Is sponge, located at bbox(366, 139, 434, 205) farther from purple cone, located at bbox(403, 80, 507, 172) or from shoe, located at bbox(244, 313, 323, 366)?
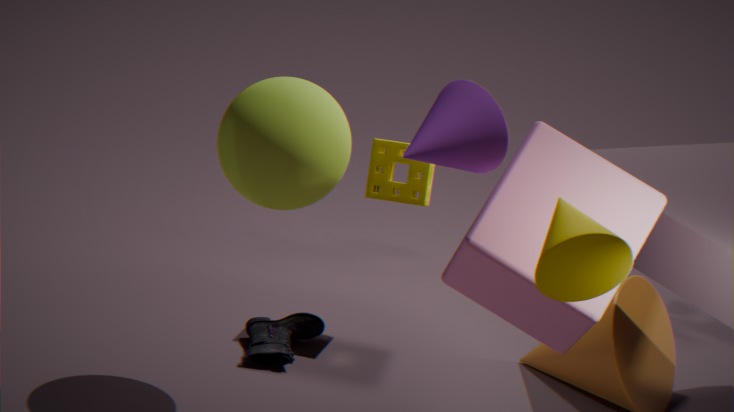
purple cone, located at bbox(403, 80, 507, 172)
